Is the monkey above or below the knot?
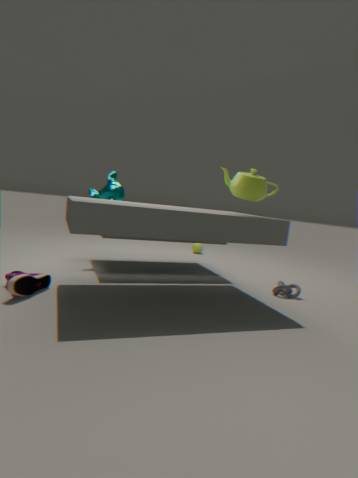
above
